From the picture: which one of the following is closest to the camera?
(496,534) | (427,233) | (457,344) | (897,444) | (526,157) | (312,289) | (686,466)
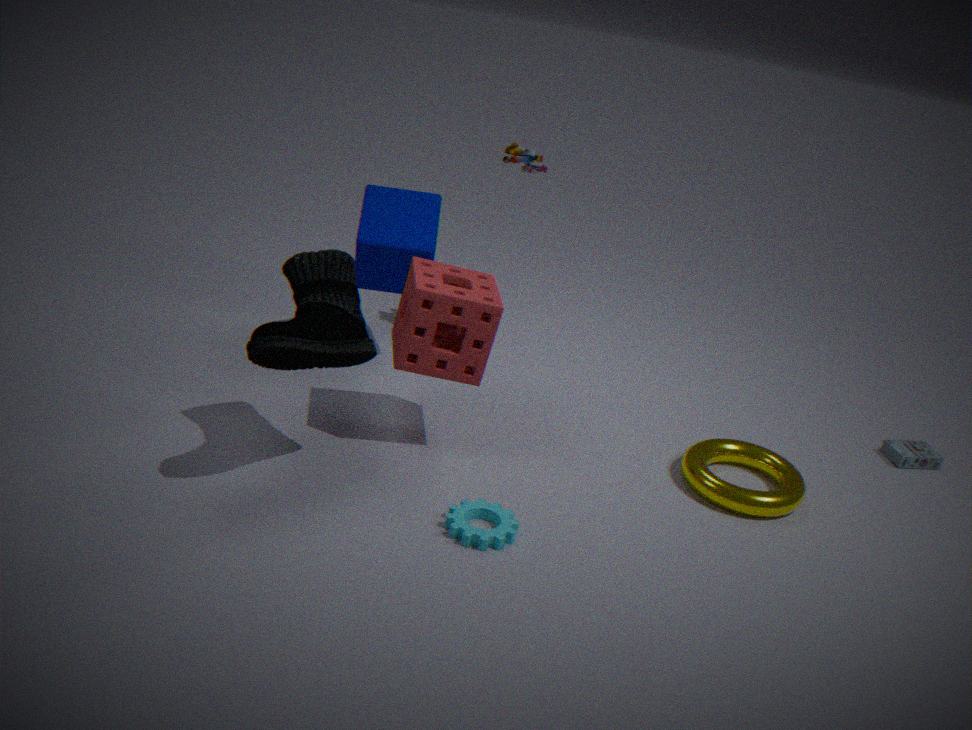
(496,534)
